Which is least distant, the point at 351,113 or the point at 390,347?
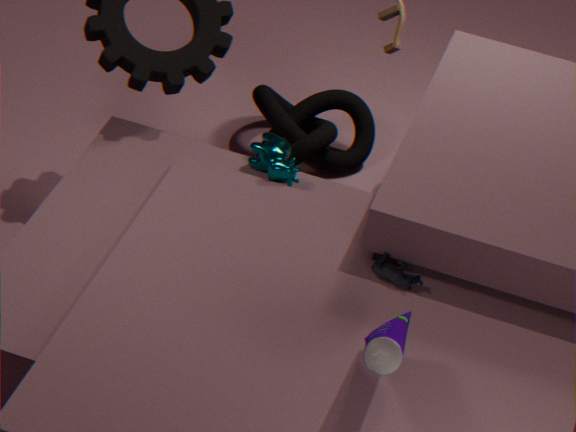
the point at 390,347
